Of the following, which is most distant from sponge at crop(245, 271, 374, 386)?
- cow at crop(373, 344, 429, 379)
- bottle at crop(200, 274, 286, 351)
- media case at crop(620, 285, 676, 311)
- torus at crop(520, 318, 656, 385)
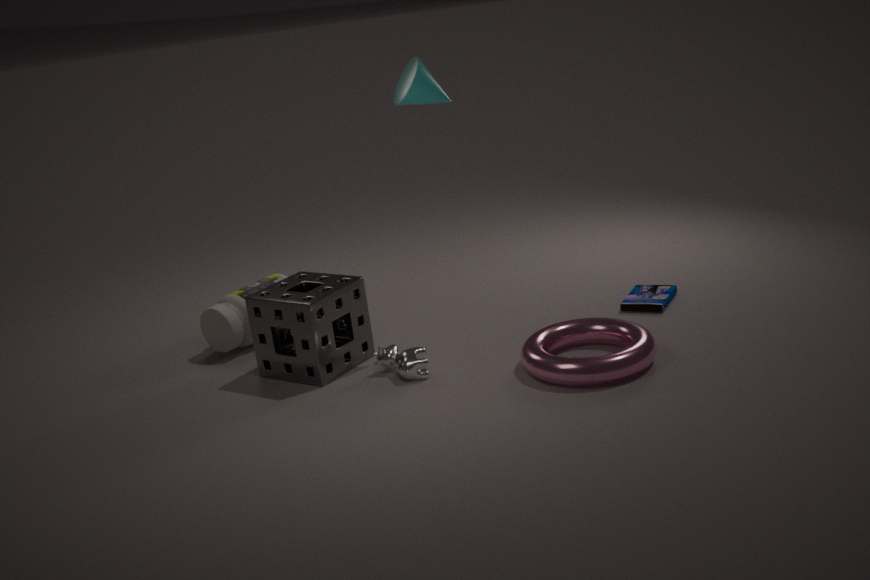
media case at crop(620, 285, 676, 311)
